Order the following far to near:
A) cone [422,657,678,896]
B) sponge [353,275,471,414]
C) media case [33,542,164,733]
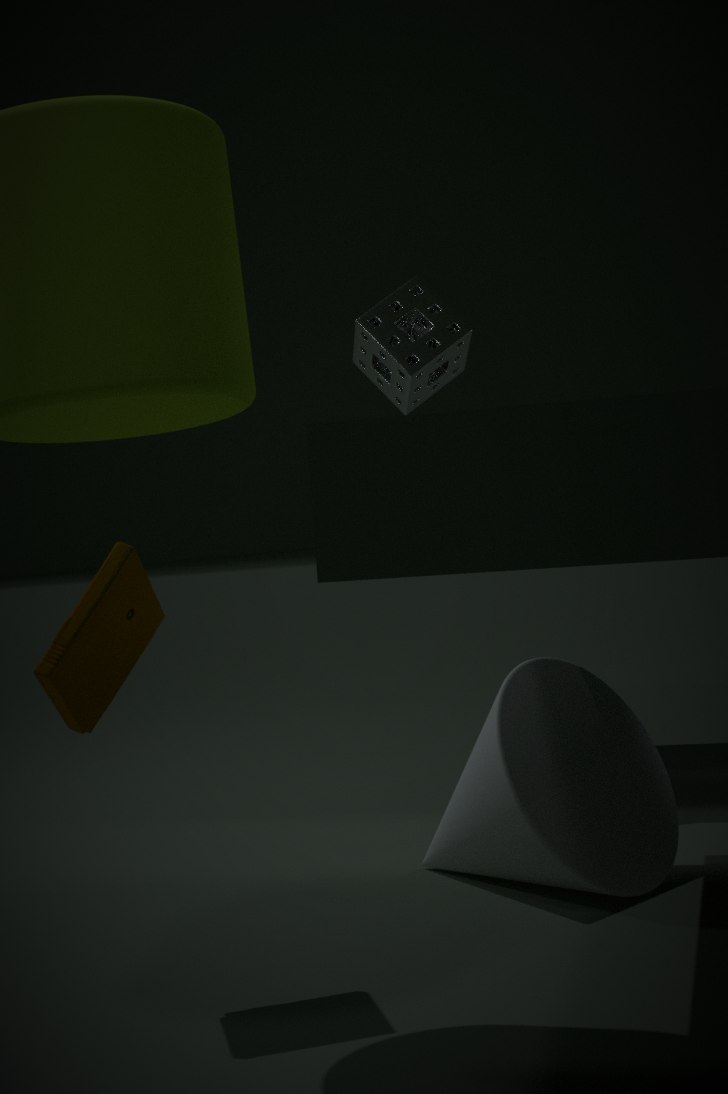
sponge [353,275,471,414], cone [422,657,678,896], media case [33,542,164,733]
